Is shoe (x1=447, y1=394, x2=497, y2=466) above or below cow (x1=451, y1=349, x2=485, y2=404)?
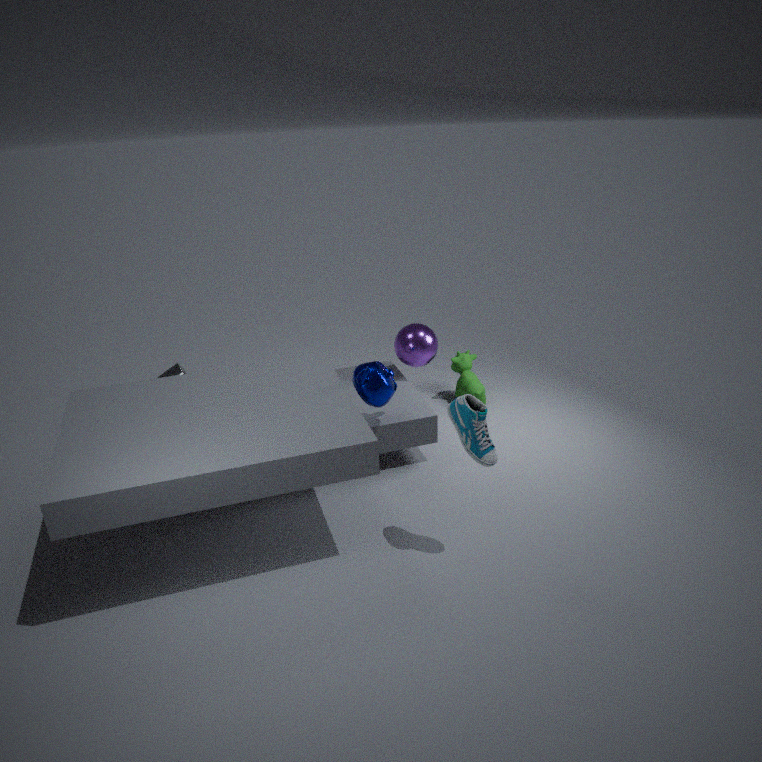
above
